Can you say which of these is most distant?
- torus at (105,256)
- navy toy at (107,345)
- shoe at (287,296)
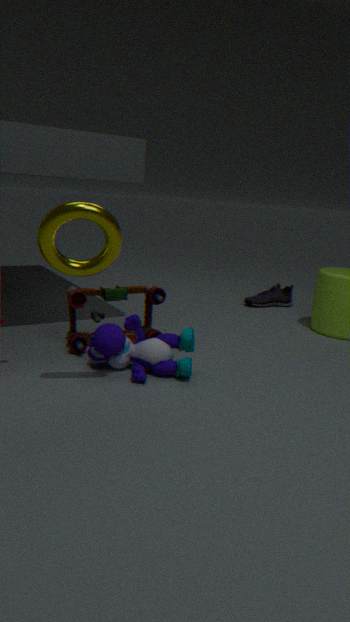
shoe at (287,296)
